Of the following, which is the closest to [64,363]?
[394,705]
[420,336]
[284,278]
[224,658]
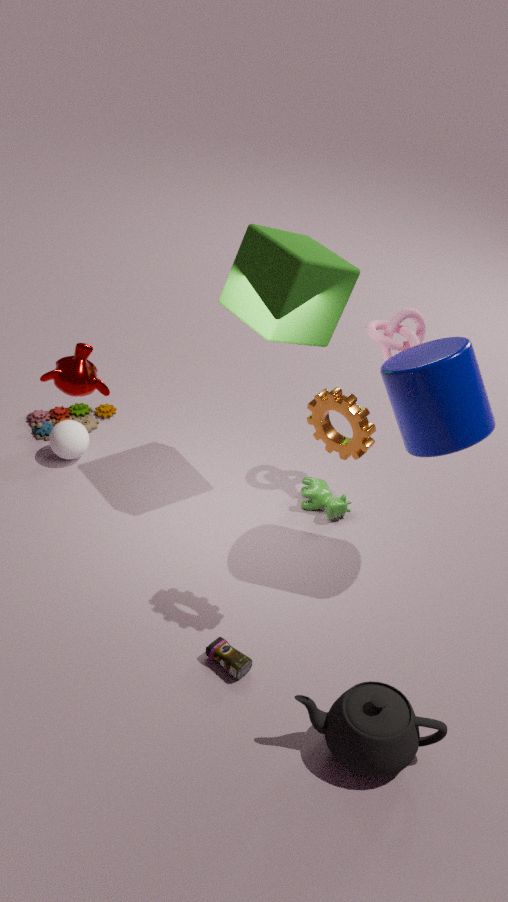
[284,278]
